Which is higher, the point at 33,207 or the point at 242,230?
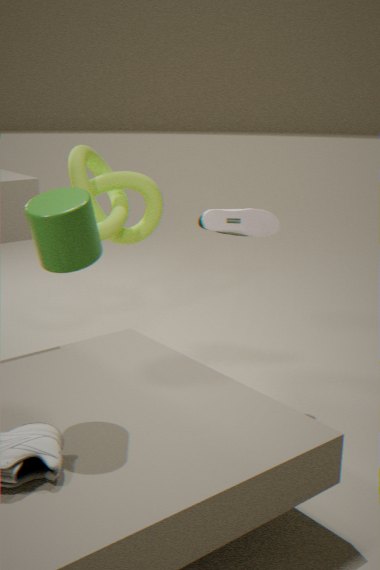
the point at 33,207
